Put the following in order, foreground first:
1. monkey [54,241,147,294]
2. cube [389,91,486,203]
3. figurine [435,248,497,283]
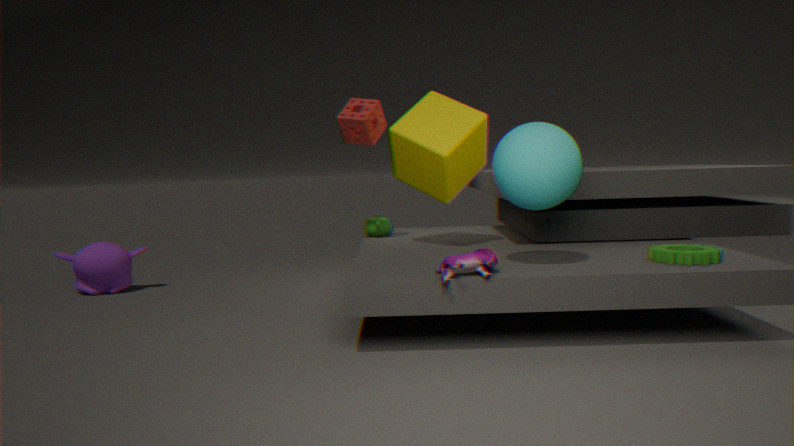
1. figurine [435,248,497,283]
2. cube [389,91,486,203]
3. monkey [54,241,147,294]
